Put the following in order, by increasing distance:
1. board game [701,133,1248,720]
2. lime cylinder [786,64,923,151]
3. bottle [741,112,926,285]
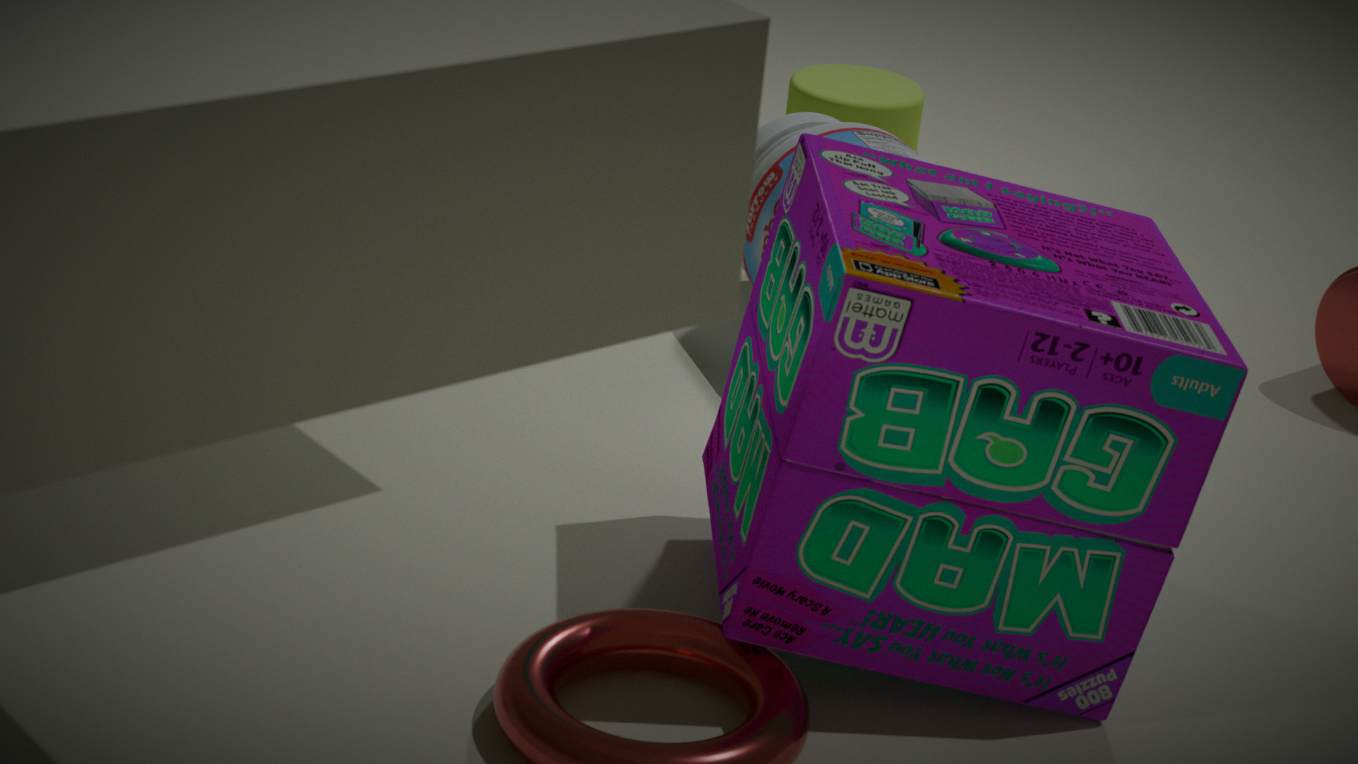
board game [701,133,1248,720], bottle [741,112,926,285], lime cylinder [786,64,923,151]
